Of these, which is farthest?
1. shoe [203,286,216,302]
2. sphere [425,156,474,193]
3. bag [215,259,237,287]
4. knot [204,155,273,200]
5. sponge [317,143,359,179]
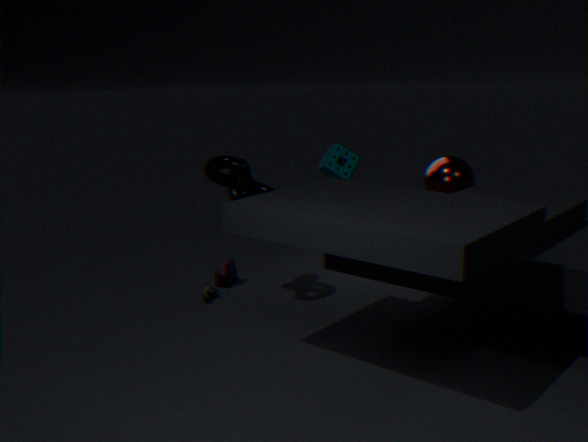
bag [215,259,237,287]
